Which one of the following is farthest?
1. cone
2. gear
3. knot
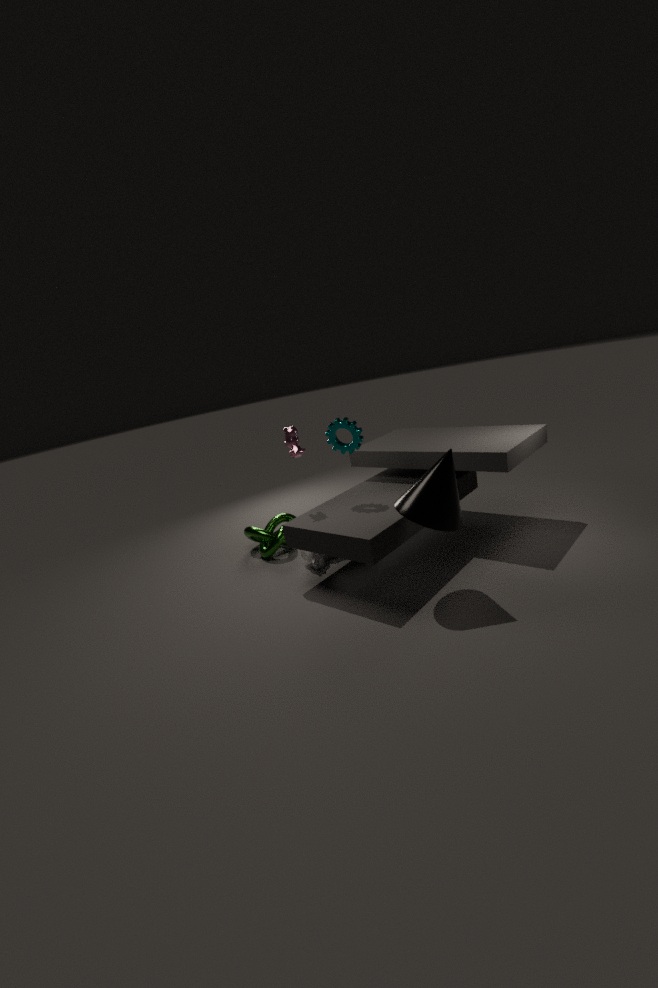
knot
